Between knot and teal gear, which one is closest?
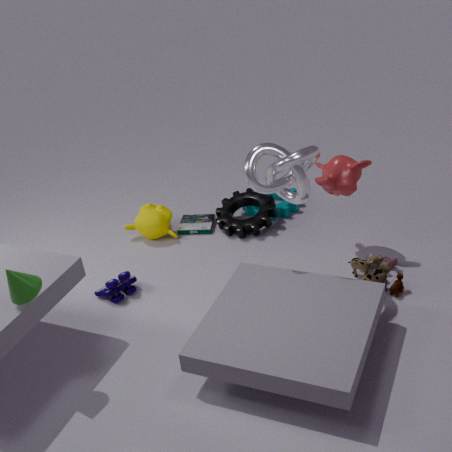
knot
